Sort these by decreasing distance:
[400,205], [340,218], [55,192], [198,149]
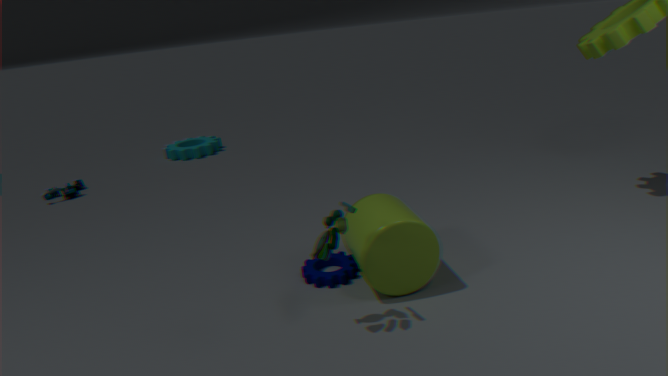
[198,149]
[55,192]
[400,205]
[340,218]
